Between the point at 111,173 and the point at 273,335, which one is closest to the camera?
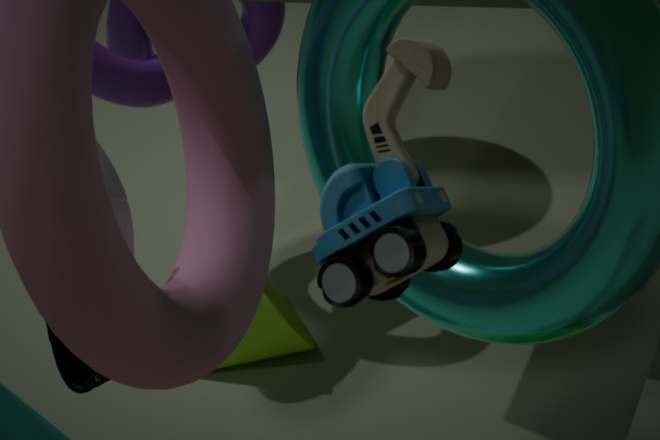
the point at 111,173
